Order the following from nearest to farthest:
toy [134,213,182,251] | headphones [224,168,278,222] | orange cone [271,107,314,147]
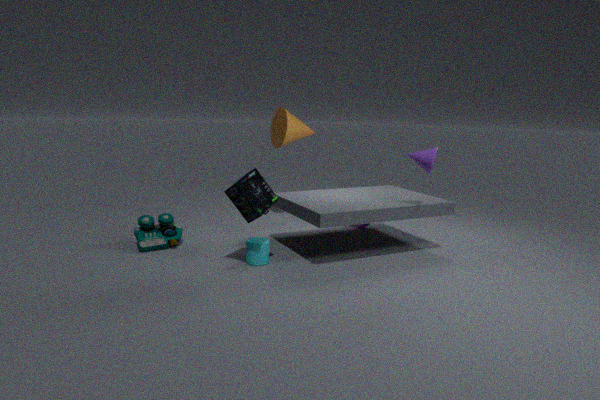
headphones [224,168,278,222] → toy [134,213,182,251] → orange cone [271,107,314,147]
